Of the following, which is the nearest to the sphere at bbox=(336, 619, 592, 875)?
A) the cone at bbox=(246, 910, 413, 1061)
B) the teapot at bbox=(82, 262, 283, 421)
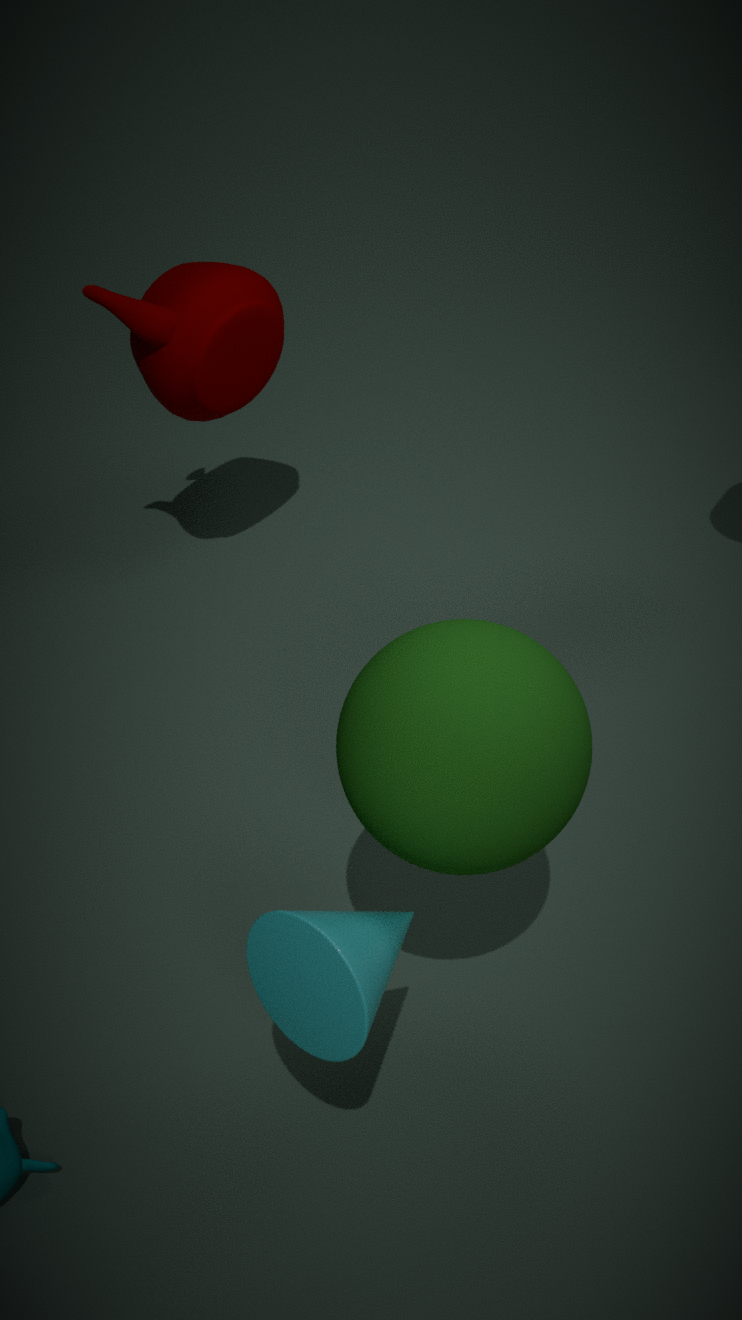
the cone at bbox=(246, 910, 413, 1061)
